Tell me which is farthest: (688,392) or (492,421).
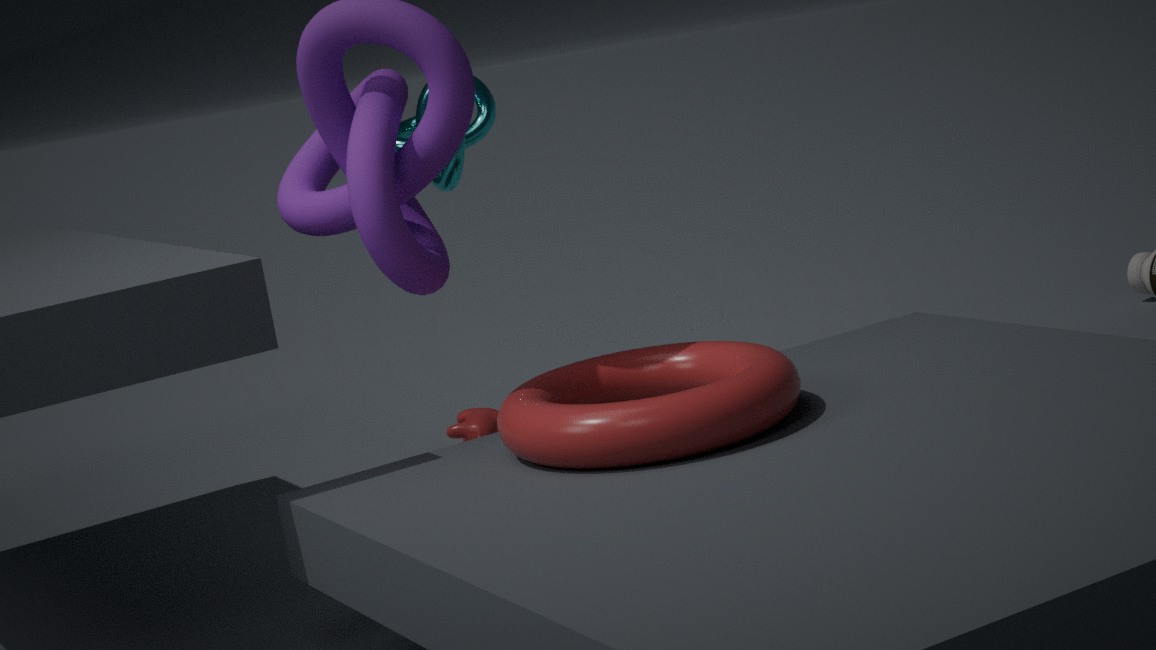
(492,421)
